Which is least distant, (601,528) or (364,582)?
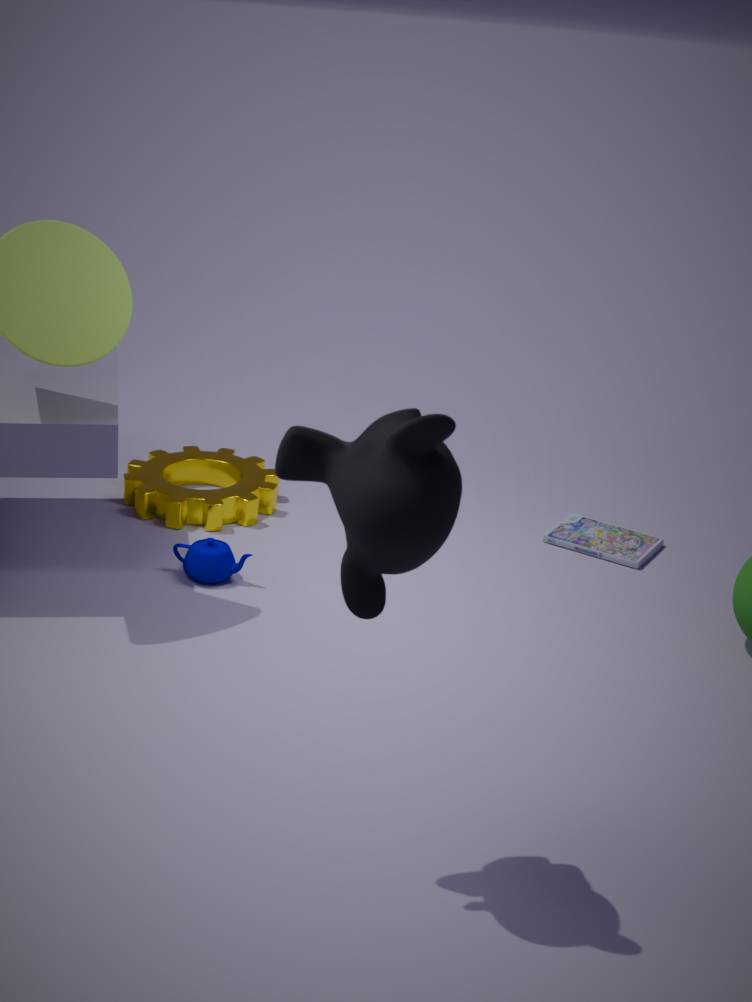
(364,582)
